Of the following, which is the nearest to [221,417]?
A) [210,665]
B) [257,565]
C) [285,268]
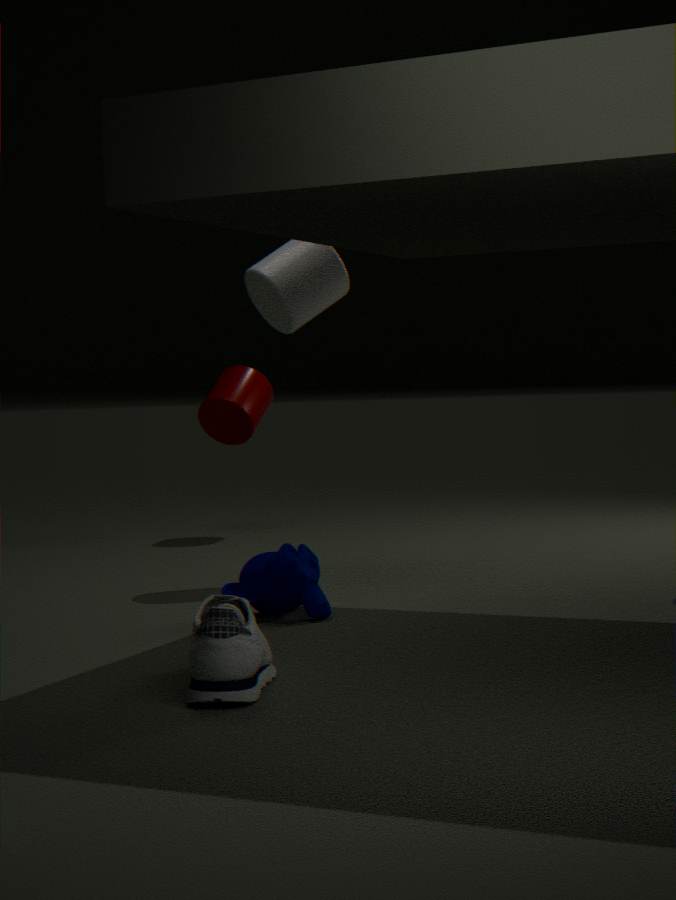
[285,268]
